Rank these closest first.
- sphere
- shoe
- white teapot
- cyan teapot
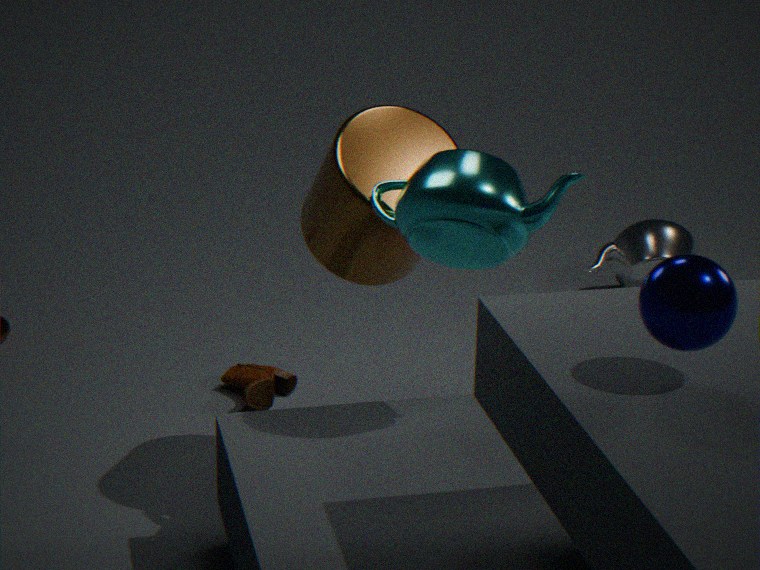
1. sphere
2. cyan teapot
3. shoe
4. white teapot
